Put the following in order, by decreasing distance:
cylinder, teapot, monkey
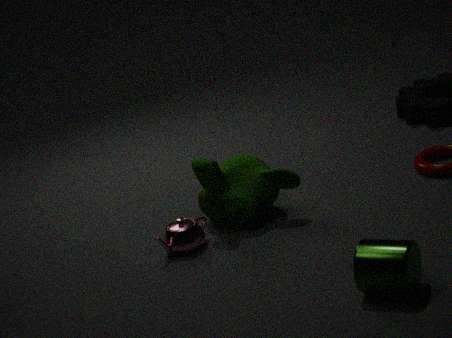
1. monkey
2. teapot
3. cylinder
